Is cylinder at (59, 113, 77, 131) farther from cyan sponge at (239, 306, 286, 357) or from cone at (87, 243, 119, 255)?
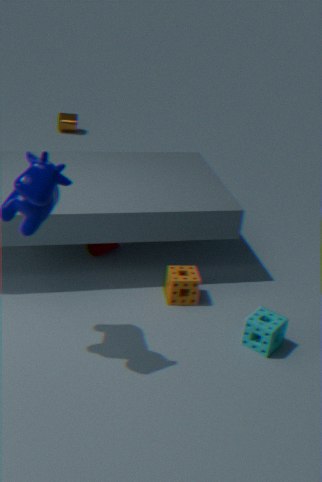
cyan sponge at (239, 306, 286, 357)
